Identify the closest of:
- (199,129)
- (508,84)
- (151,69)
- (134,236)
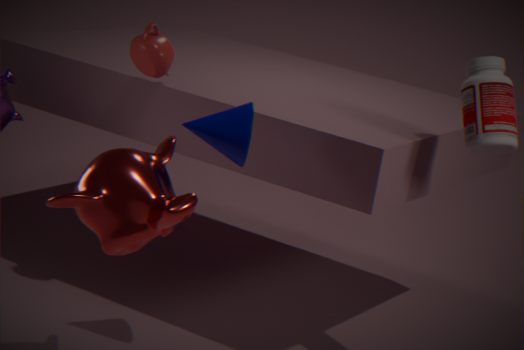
(134,236)
